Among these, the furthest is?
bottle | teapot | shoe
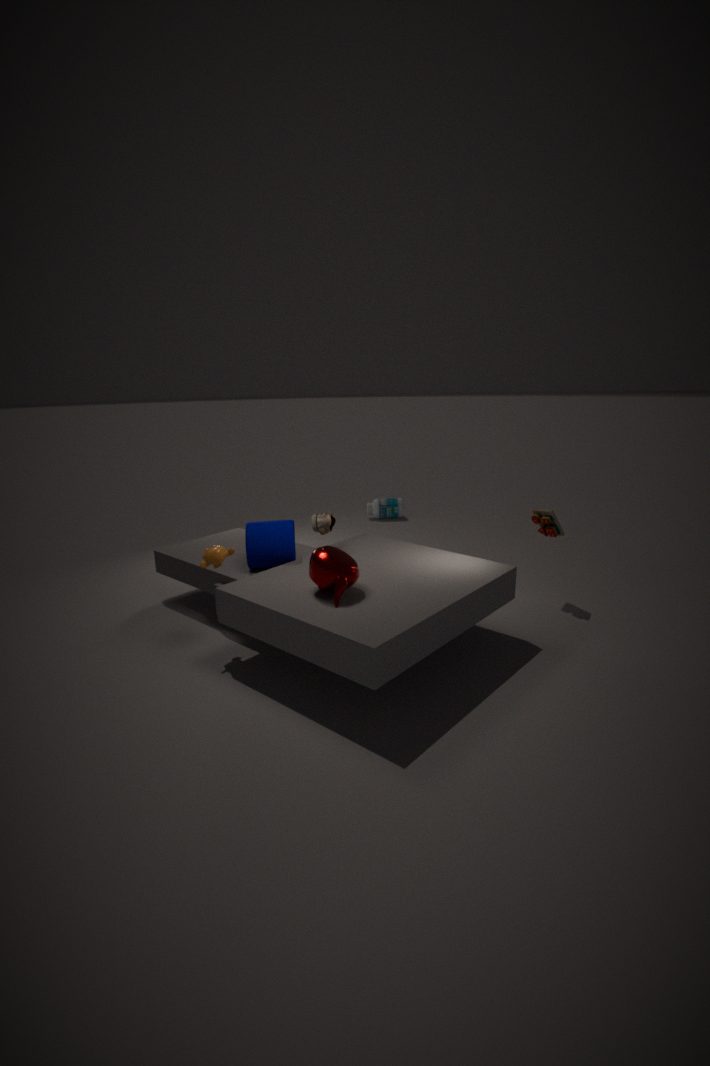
bottle
